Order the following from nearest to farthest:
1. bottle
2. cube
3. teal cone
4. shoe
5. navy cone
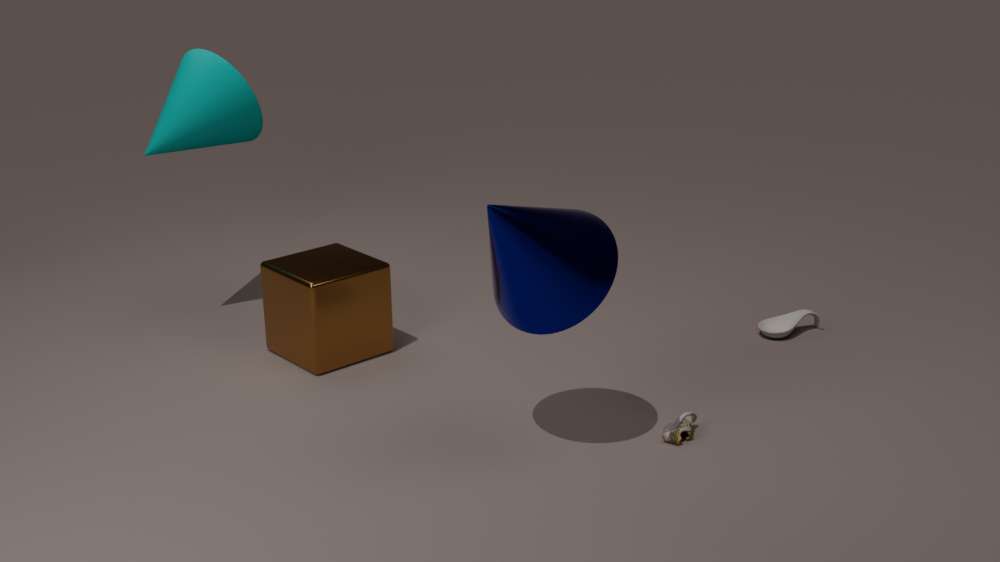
navy cone
shoe
cube
teal cone
bottle
